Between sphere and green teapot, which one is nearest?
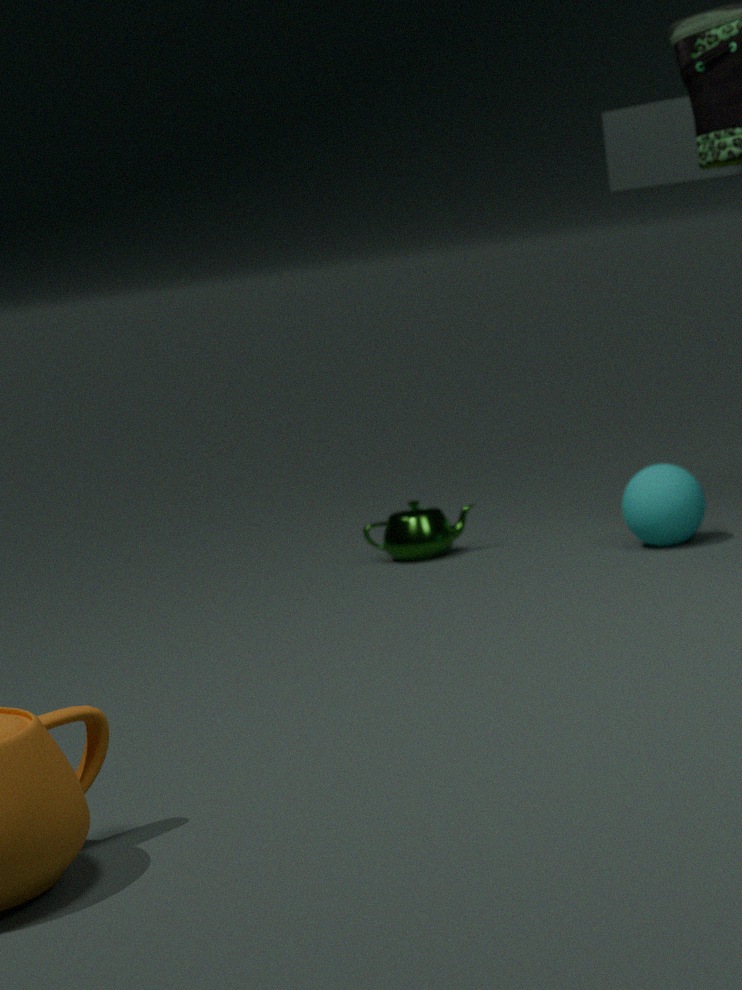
sphere
